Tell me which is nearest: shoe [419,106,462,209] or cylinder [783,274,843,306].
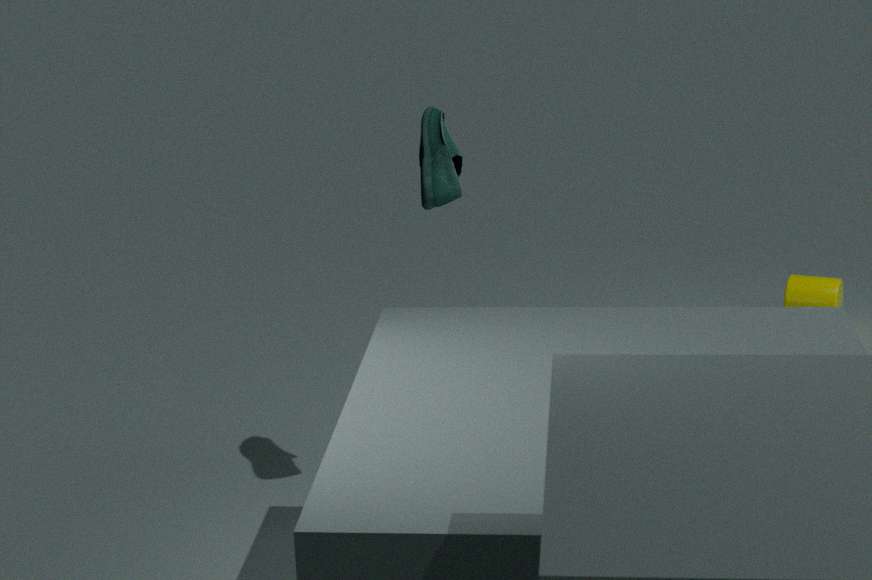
shoe [419,106,462,209]
